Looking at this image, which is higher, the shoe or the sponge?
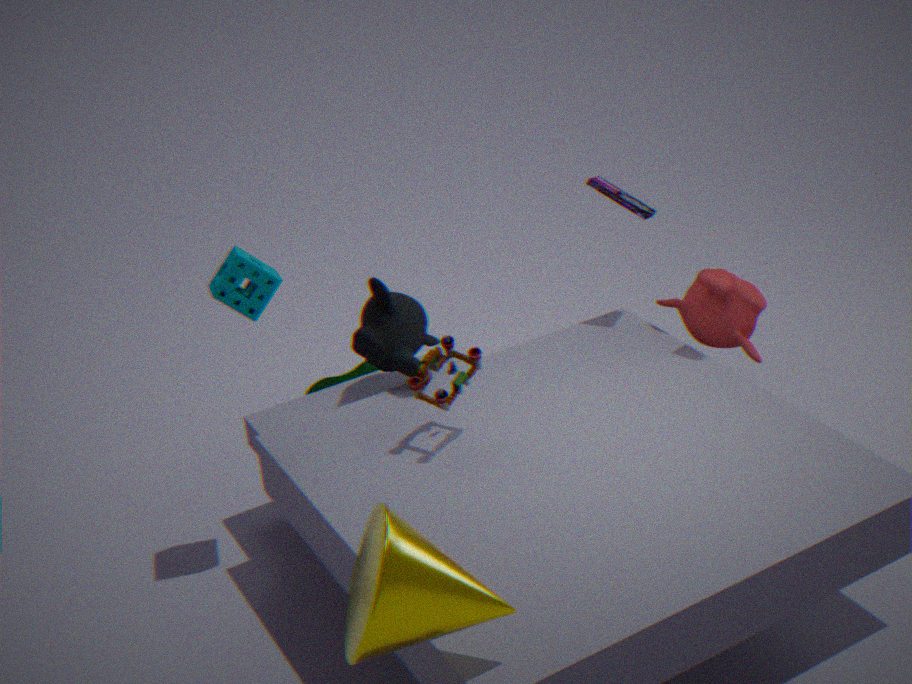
the sponge
